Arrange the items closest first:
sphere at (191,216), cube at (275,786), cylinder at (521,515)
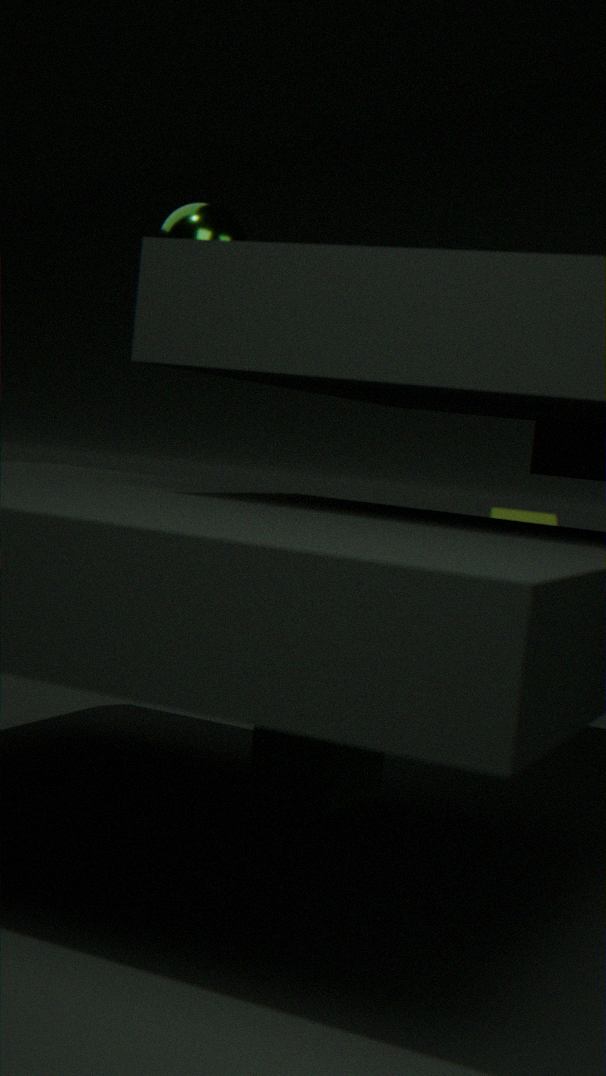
cube at (275,786) < sphere at (191,216) < cylinder at (521,515)
